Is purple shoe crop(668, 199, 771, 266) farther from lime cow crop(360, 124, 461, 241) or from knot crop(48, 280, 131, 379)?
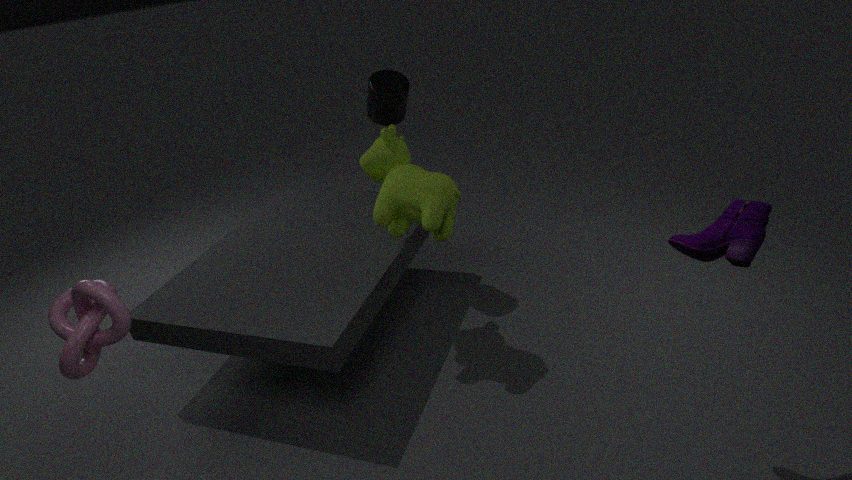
knot crop(48, 280, 131, 379)
